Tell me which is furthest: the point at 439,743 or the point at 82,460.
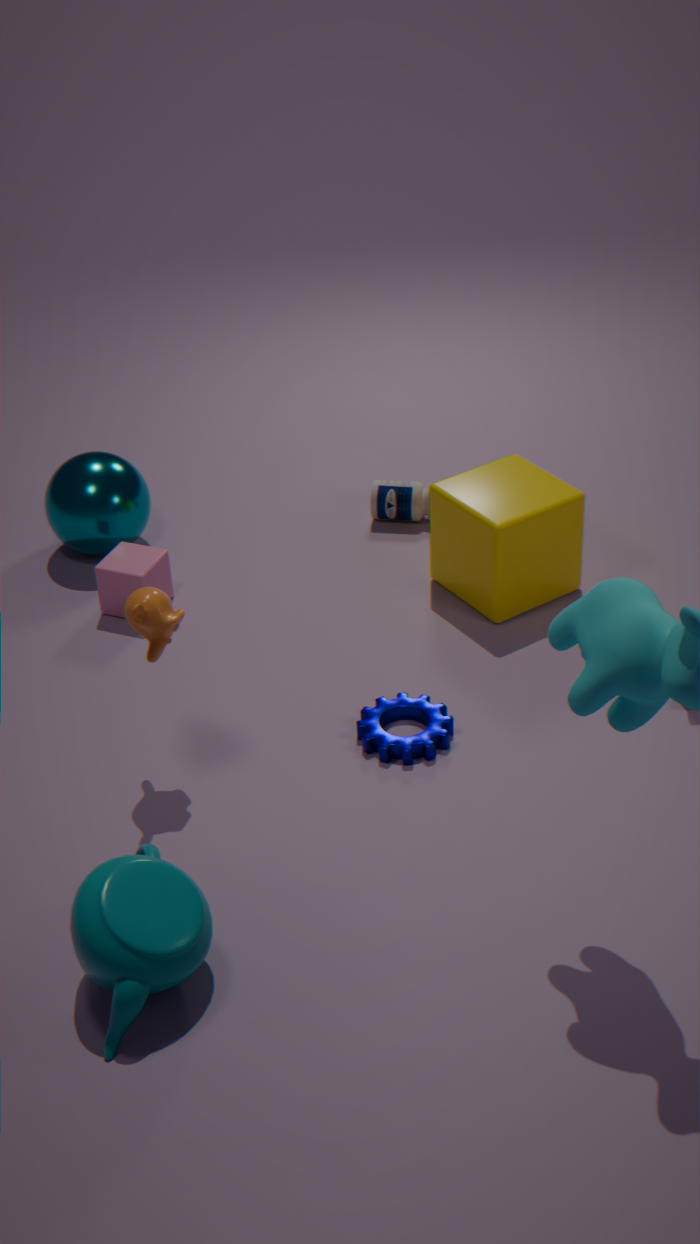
the point at 82,460
